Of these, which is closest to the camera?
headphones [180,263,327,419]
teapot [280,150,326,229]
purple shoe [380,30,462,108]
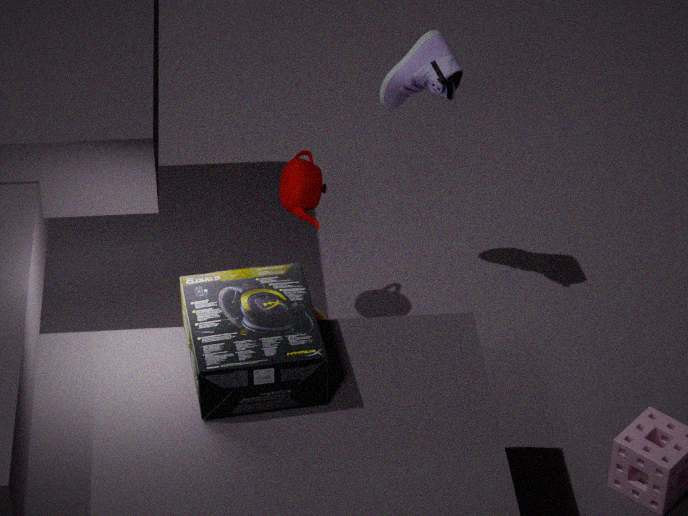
headphones [180,263,327,419]
